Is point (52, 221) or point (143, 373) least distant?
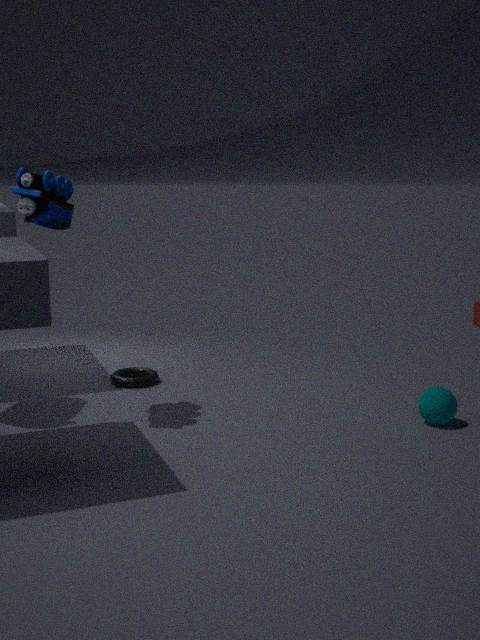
point (52, 221)
